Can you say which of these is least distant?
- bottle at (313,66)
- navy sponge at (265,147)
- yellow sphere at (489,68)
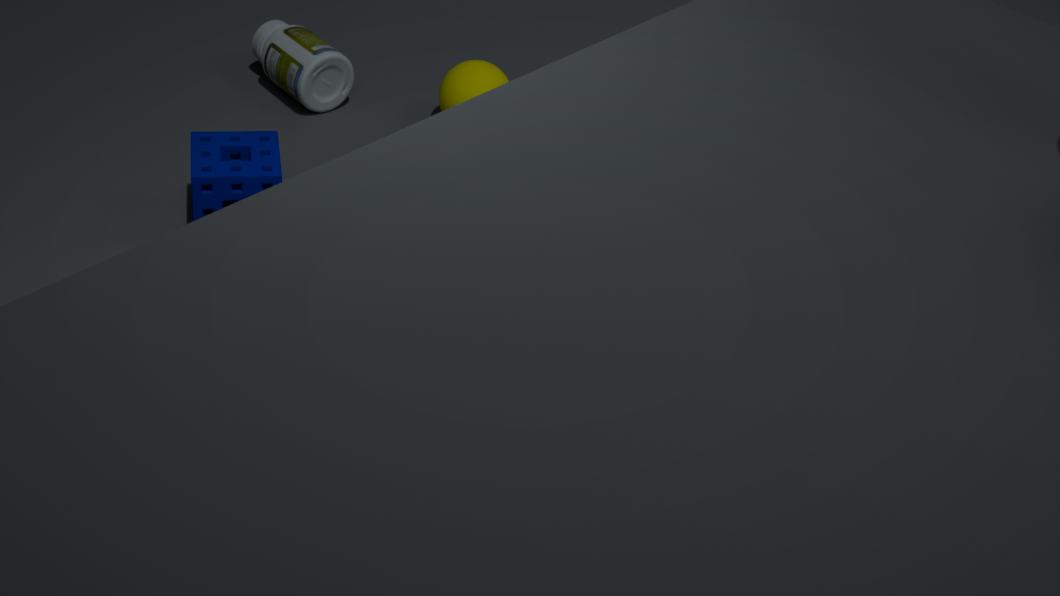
navy sponge at (265,147)
